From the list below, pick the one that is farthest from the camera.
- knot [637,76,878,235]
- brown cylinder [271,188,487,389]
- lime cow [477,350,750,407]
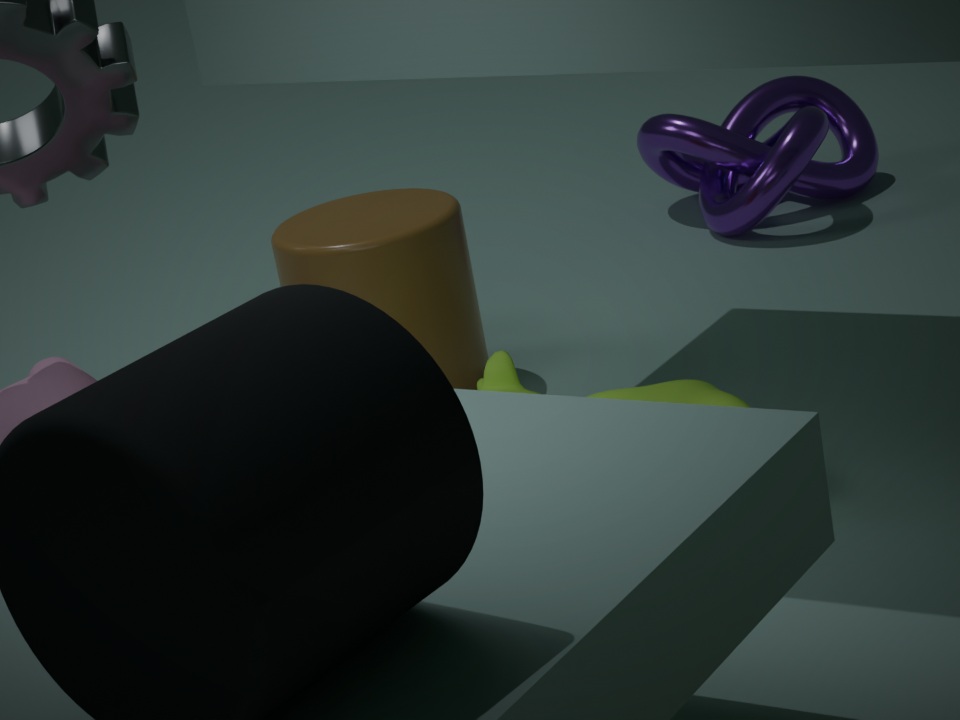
knot [637,76,878,235]
